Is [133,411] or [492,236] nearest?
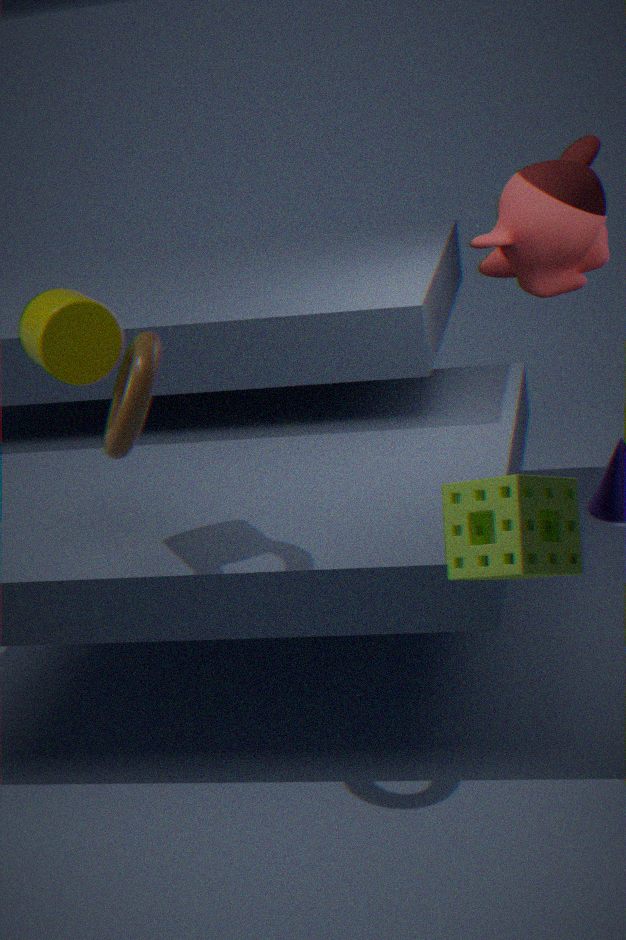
[133,411]
